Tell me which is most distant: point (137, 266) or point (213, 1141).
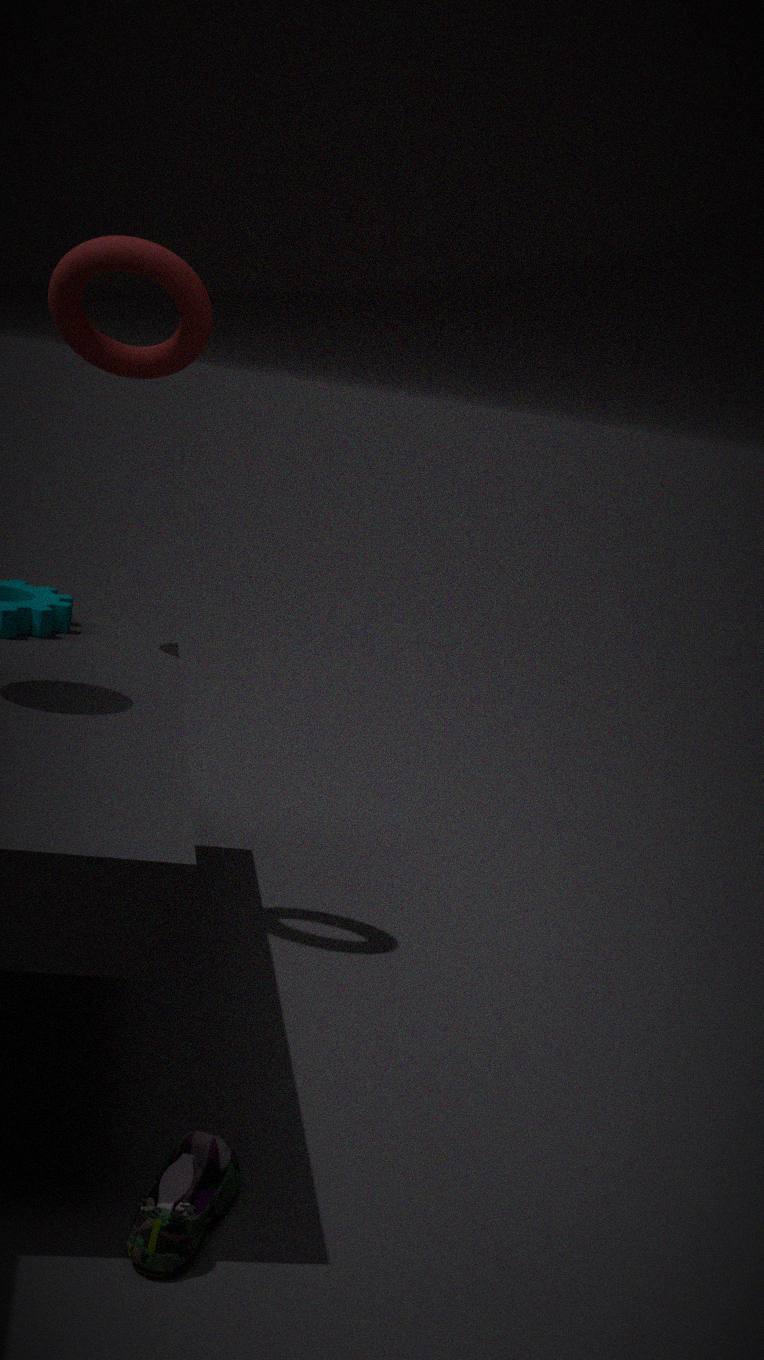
point (137, 266)
